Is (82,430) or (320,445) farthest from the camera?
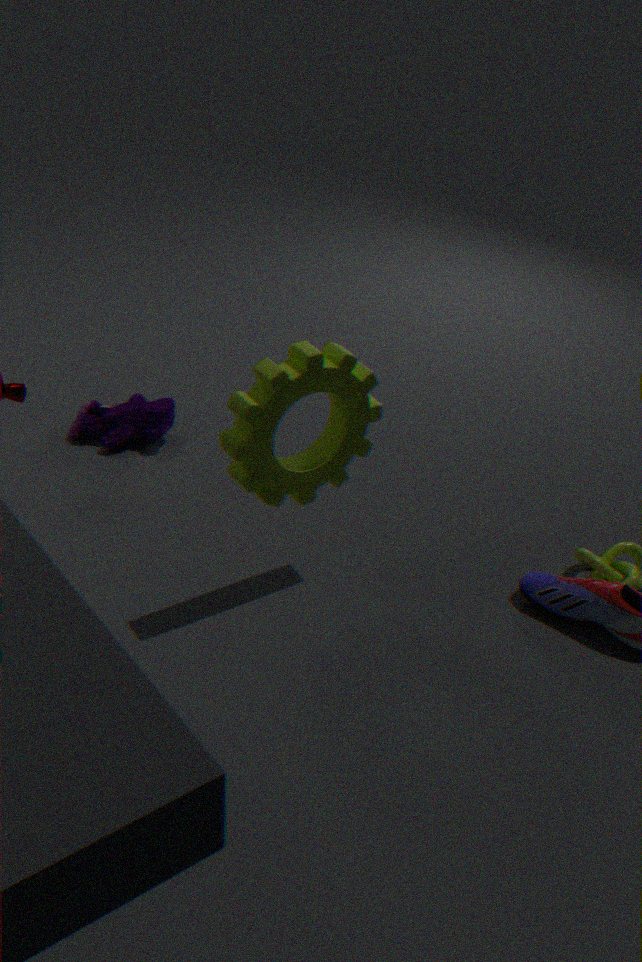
(82,430)
